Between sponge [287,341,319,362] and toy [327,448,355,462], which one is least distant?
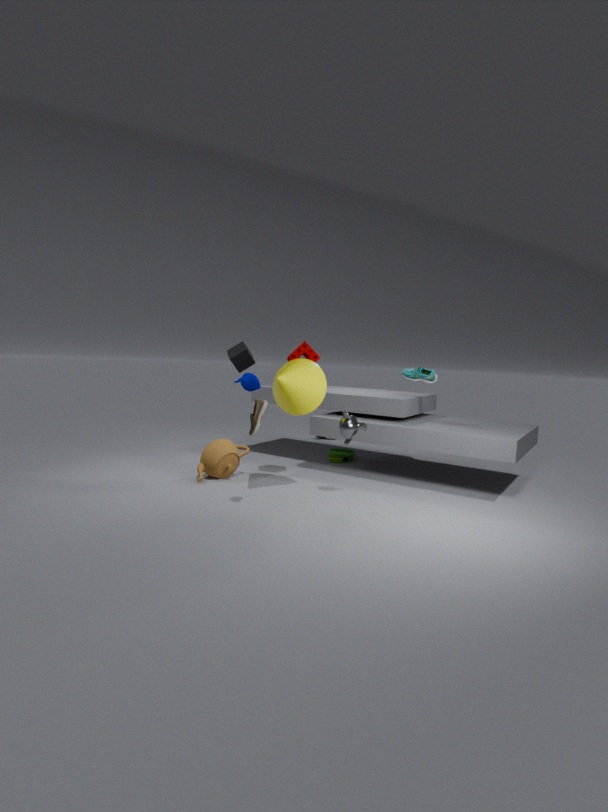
sponge [287,341,319,362]
